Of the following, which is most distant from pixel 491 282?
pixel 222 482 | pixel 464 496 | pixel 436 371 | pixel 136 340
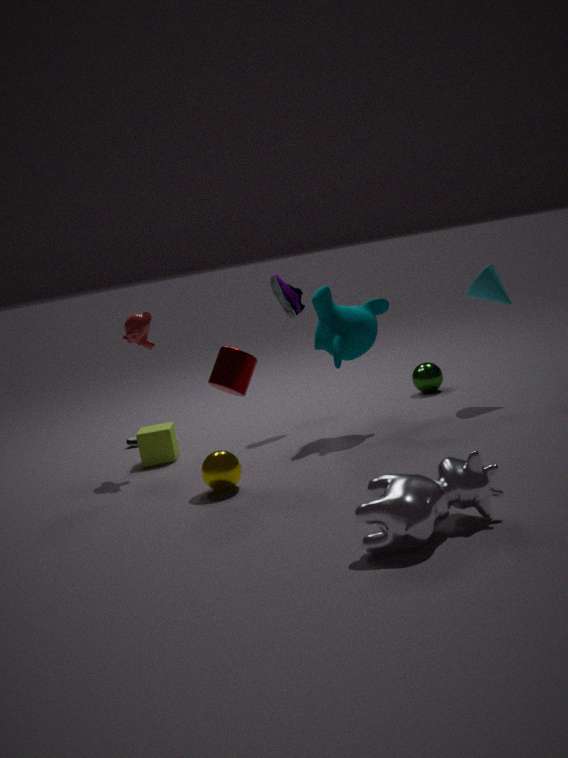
pixel 464 496
